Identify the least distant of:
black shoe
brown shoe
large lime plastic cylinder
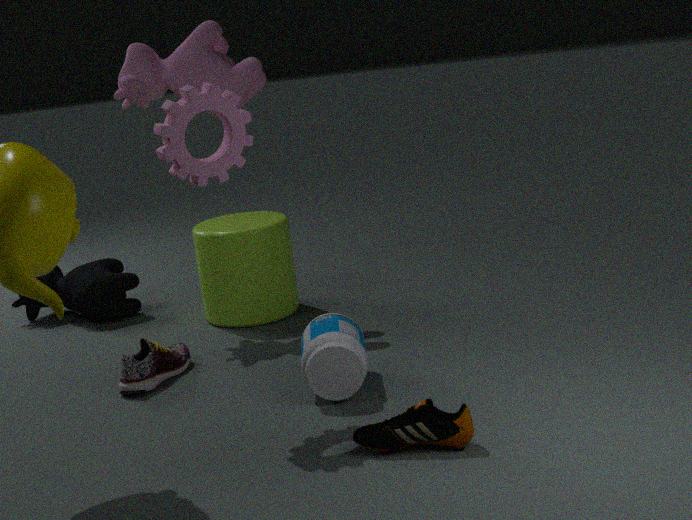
brown shoe
